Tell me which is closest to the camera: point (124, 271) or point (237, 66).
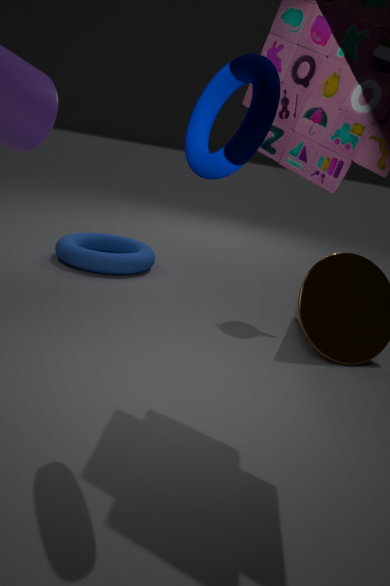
point (237, 66)
